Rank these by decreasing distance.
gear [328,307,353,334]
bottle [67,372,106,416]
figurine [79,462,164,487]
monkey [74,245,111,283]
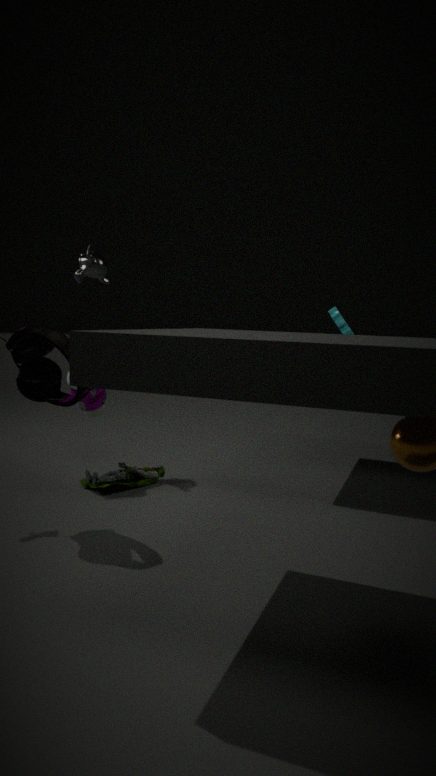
gear [328,307,353,334]
monkey [74,245,111,283]
bottle [67,372,106,416]
figurine [79,462,164,487]
